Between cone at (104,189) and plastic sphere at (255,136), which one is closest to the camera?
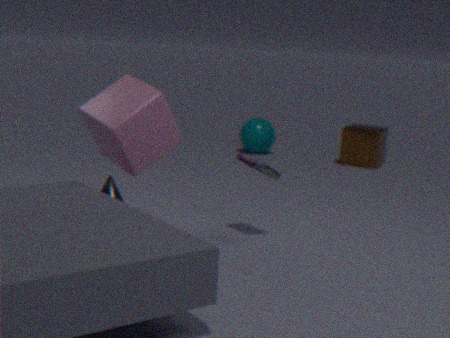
cone at (104,189)
